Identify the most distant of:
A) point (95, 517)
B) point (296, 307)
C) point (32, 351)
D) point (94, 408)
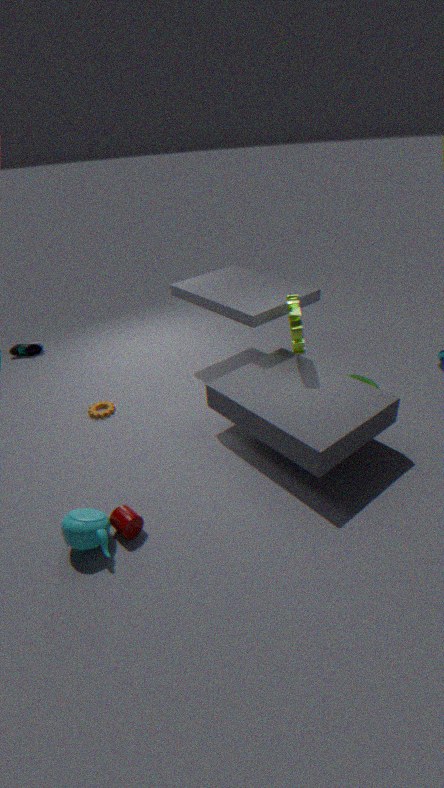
point (32, 351)
